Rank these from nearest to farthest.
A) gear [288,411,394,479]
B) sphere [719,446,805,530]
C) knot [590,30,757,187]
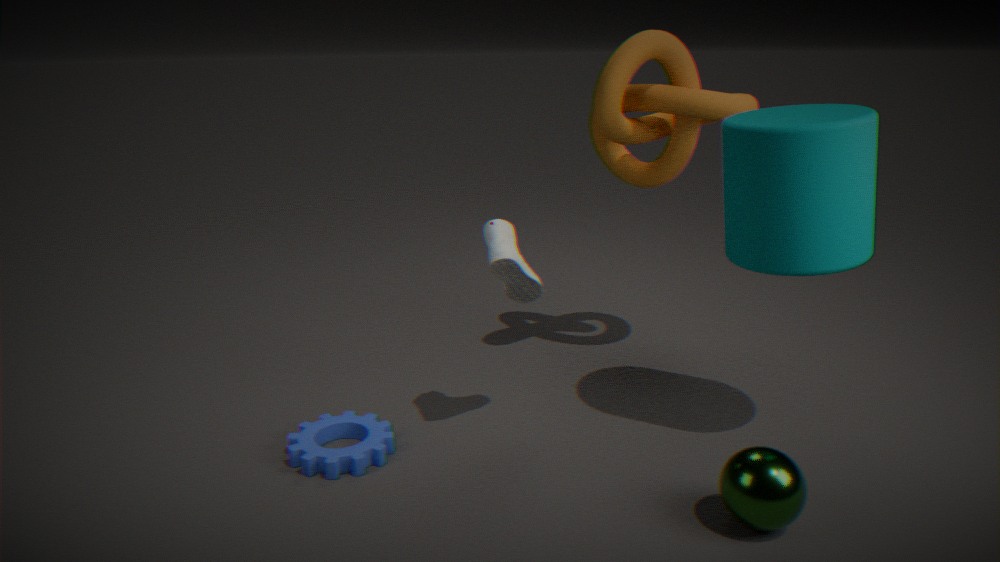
1. sphere [719,446,805,530]
2. gear [288,411,394,479]
3. knot [590,30,757,187]
